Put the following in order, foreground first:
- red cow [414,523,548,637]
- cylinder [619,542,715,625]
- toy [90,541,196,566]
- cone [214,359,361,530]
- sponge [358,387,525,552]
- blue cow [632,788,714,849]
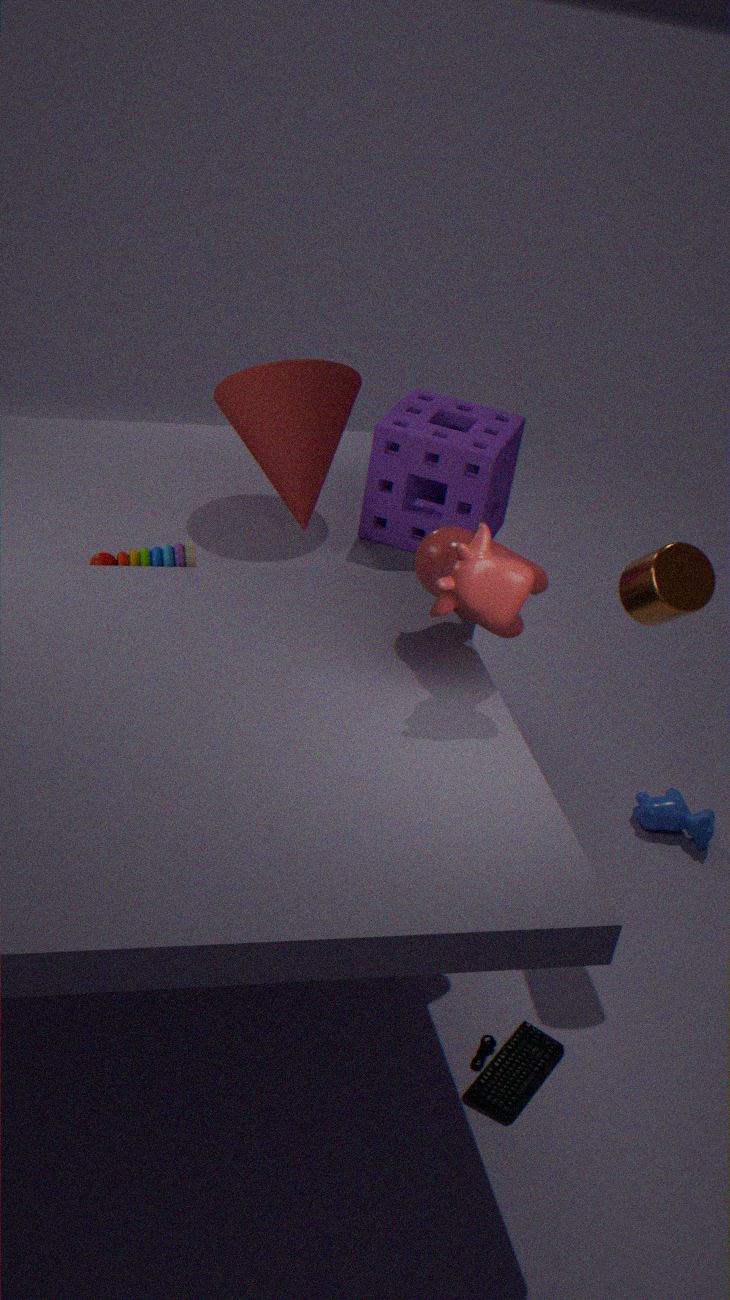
red cow [414,523,548,637], cylinder [619,542,715,625], toy [90,541,196,566], cone [214,359,361,530], sponge [358,387,525,552], blue cow [632,788,714,849]
